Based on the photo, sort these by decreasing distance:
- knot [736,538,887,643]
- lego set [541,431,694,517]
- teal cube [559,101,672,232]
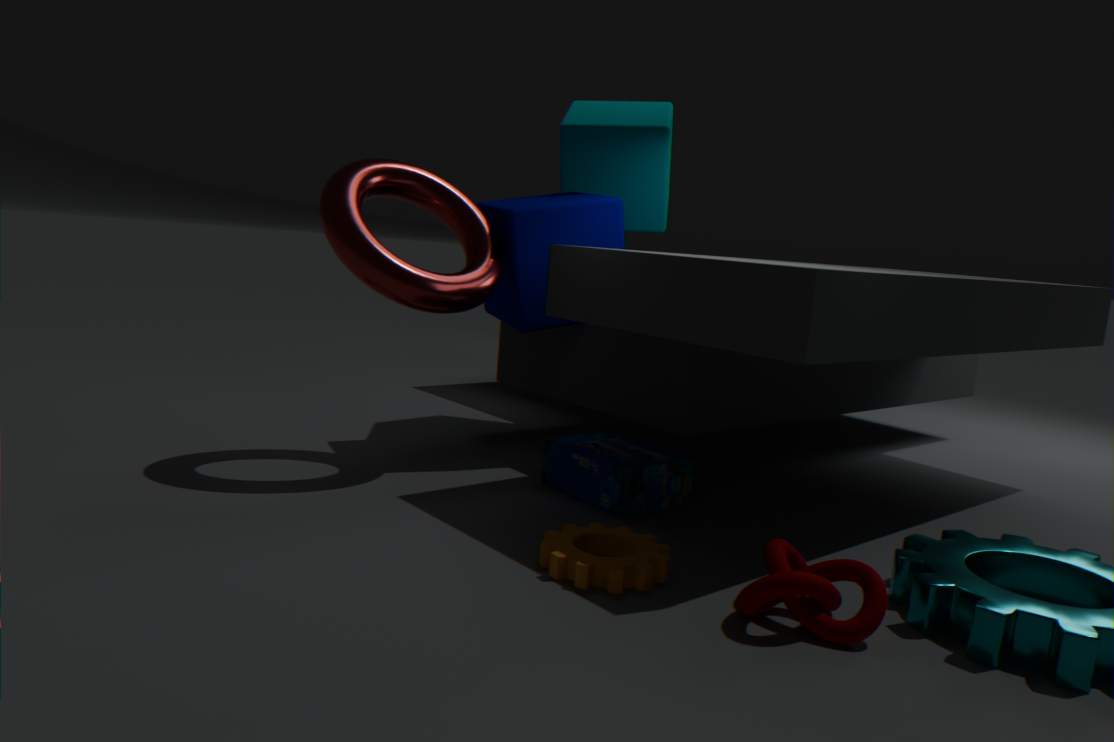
teal cube [559,101,672,232], lego set [541,431,694,517], knot [736,538,887,643]
